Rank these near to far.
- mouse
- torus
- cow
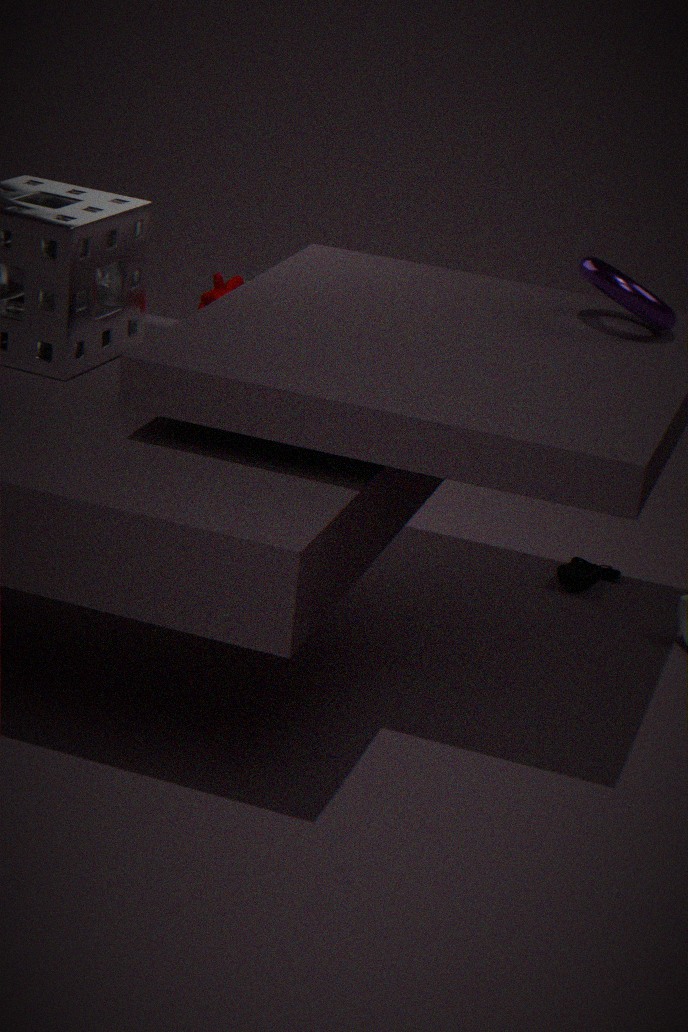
1. torus
2. cow
3. mouse
